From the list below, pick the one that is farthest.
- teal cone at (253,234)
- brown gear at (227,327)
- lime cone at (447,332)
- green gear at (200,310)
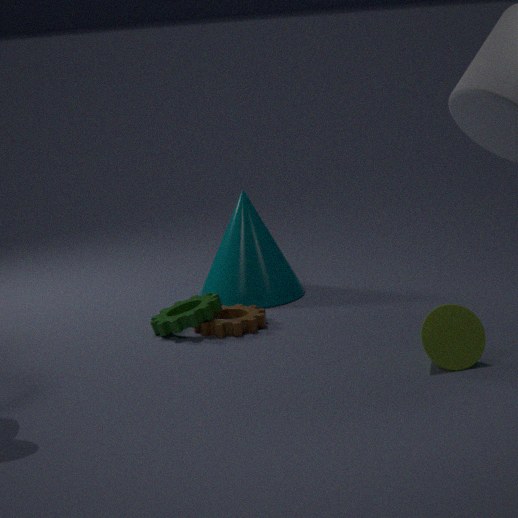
teal cone at (253,234)
